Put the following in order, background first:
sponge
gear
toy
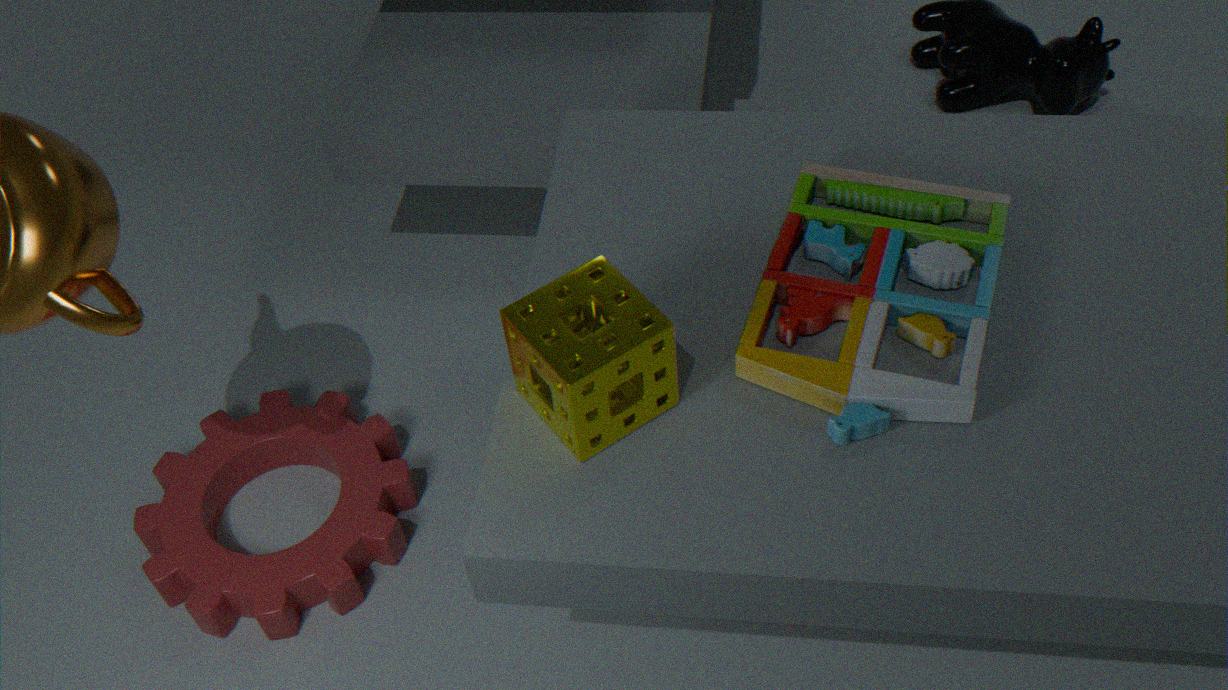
gear < toy < sponge
